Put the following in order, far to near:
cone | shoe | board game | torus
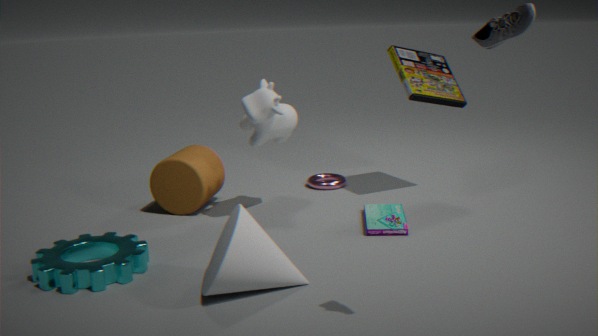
torus
board game
cone
shoe
